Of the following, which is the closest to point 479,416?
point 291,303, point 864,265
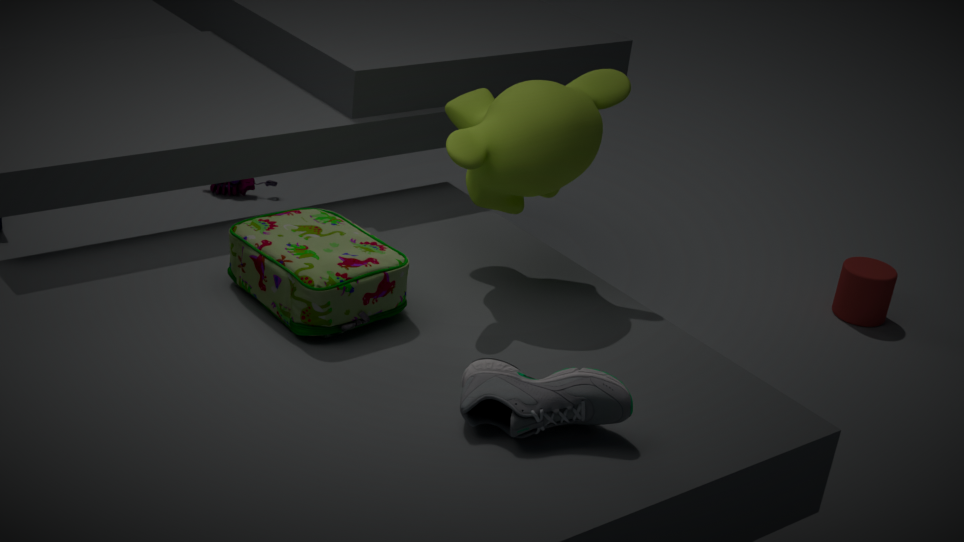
point 291,303
